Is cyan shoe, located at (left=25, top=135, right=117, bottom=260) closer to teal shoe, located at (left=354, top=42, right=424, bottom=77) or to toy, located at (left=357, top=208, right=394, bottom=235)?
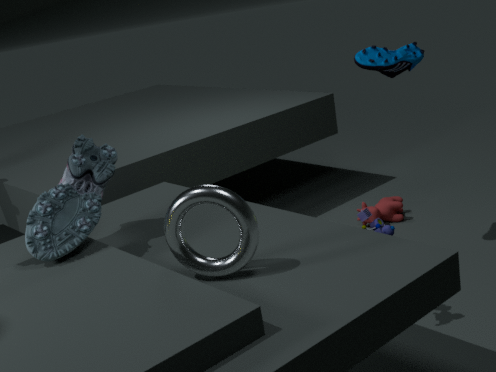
toy, located at (left=357, top=208, right=394, bottom=235)
